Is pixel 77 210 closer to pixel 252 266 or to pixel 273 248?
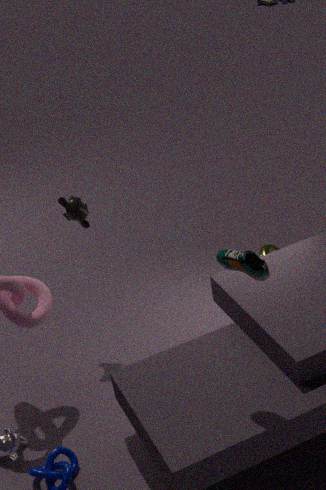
pixel 252 266
